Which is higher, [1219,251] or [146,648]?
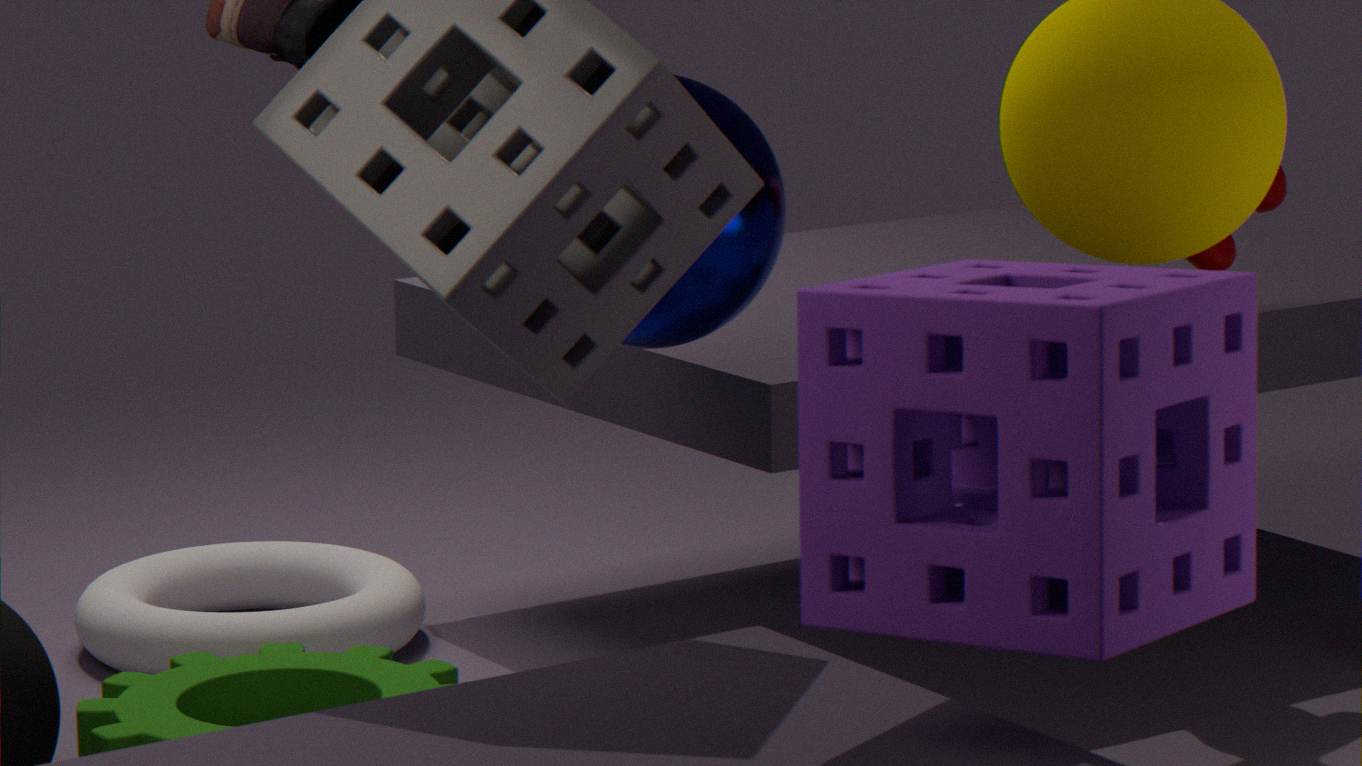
[1219,251]
